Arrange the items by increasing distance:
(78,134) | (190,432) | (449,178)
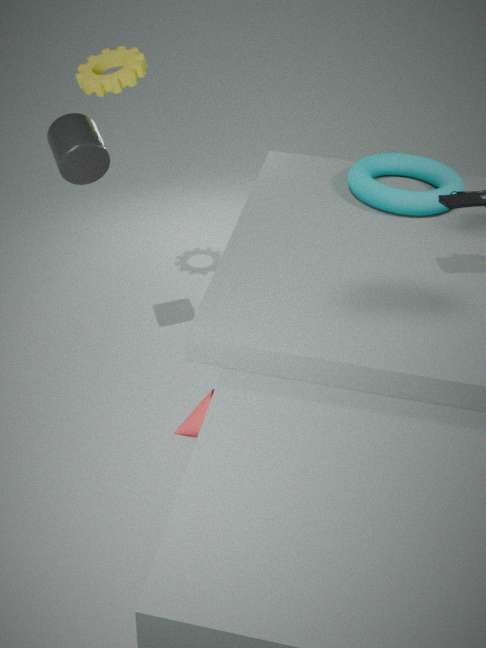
(78,134) → (190,432) → (449,178)
